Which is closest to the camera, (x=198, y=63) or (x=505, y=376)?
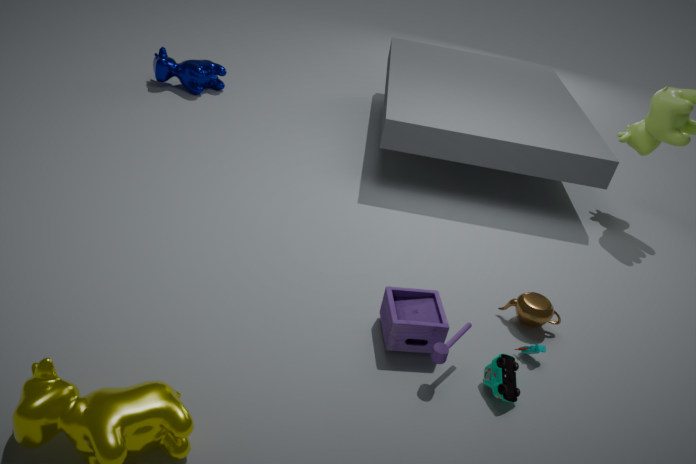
(x=505, y=376)
